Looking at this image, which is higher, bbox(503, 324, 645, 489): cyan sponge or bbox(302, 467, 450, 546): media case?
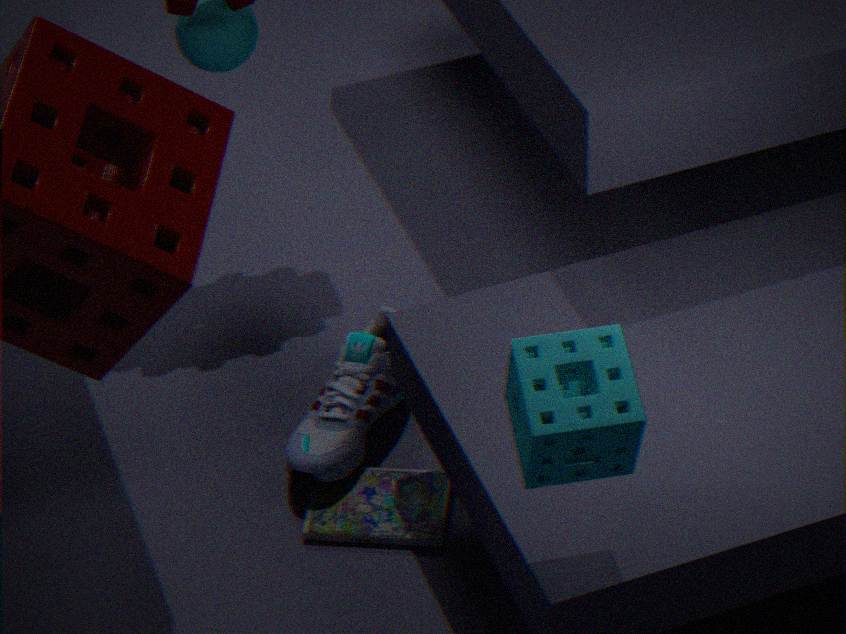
bbox(503, 324, 645, 489): cyan sponge
